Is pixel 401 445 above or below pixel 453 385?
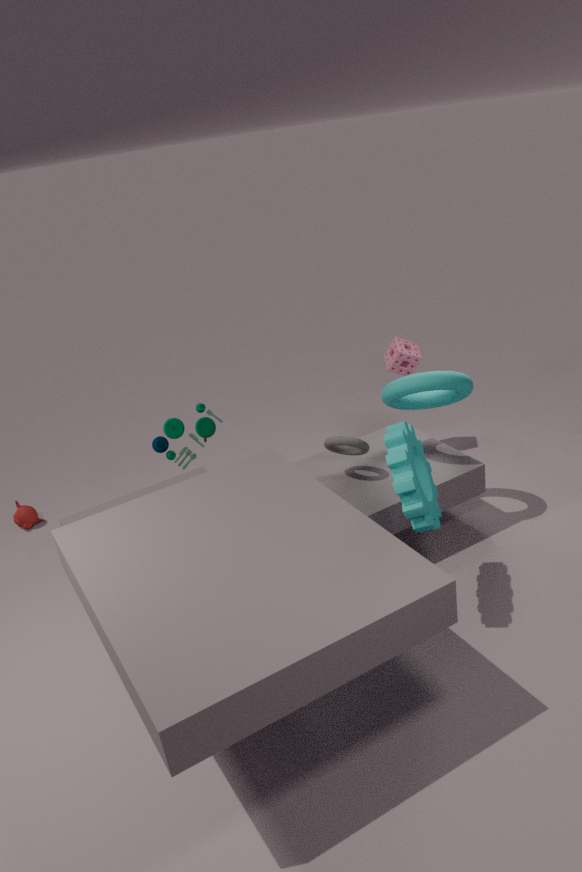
below
